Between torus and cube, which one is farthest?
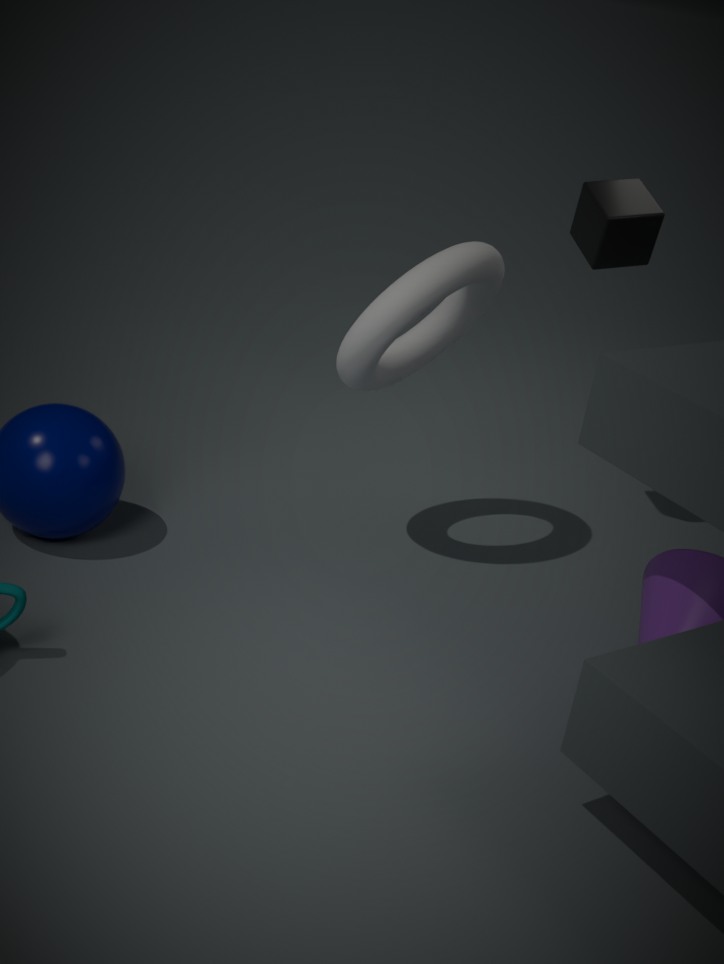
cube
